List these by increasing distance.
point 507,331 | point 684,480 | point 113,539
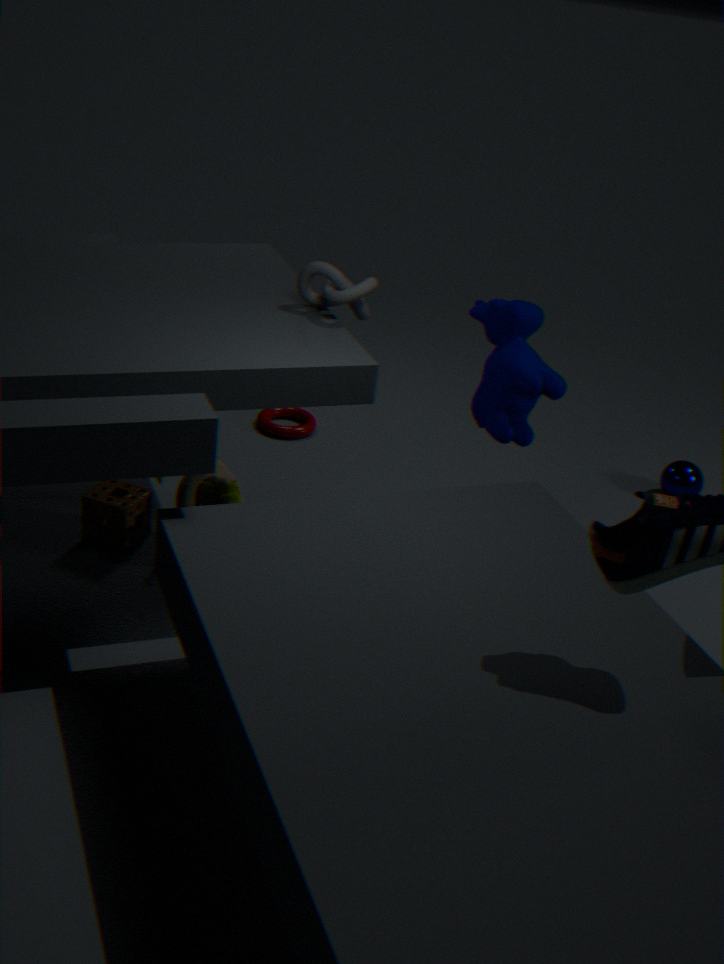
point 507,331
point 113,539
point 684,480
